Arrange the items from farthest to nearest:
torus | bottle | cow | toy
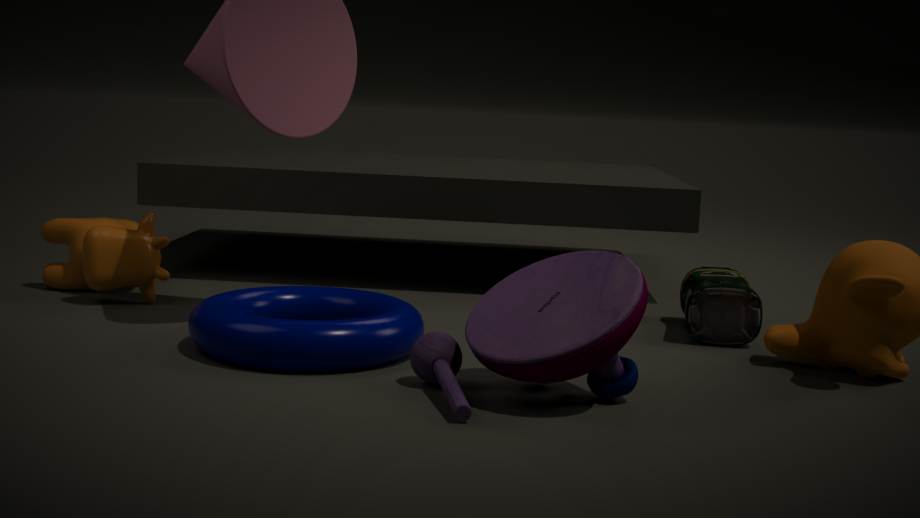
cow
bottle
torus
toy
